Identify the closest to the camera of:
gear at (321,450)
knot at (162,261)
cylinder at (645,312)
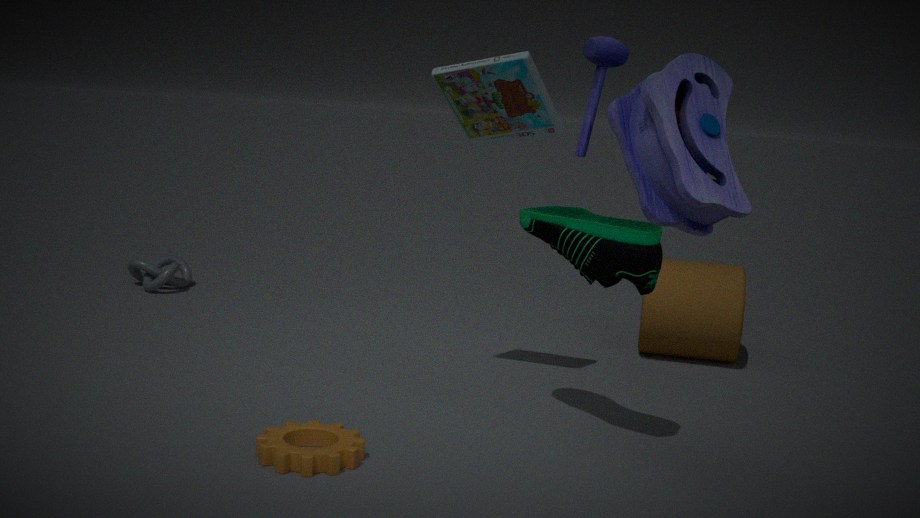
gear at (321,450)
